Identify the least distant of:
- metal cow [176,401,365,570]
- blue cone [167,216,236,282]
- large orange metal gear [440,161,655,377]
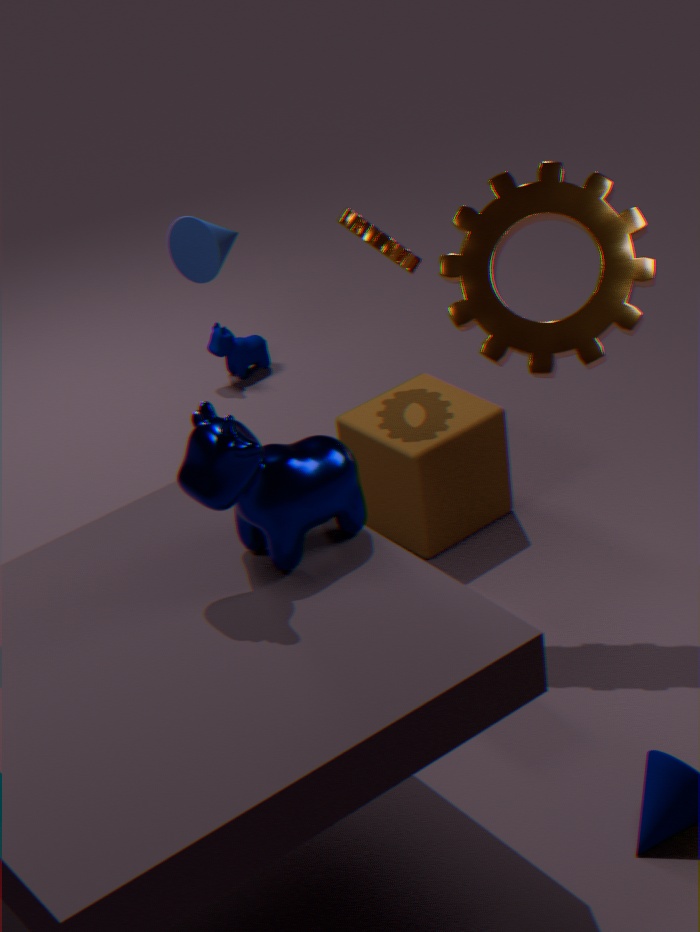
metal cow [176,401,365,570]
